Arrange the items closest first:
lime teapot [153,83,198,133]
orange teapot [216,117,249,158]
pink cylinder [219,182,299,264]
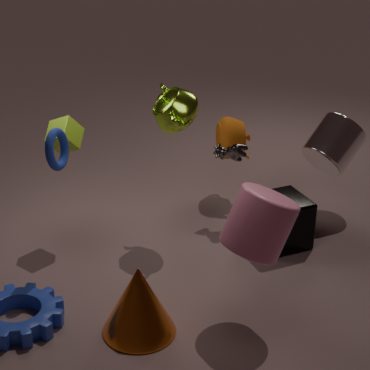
1. pink cylinder [219,182,299,264]
2. lime teapot [153,83,198,133]
3. orange teapot [216,117,249,158]
